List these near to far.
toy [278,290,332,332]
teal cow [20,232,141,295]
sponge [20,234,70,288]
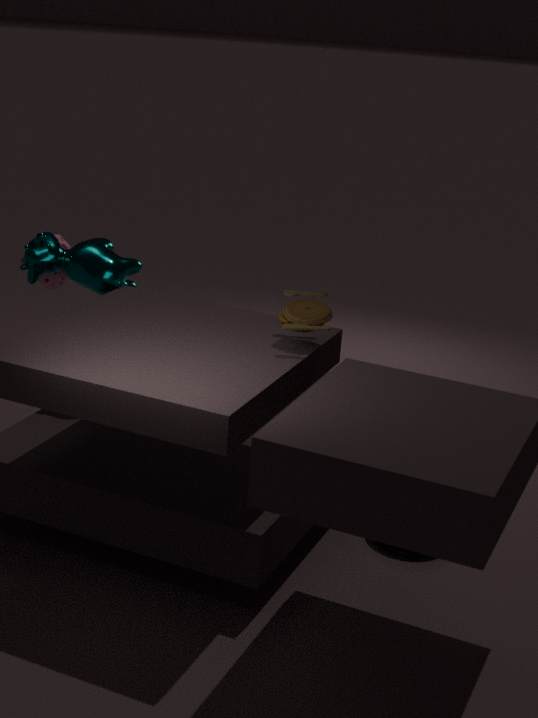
toy [278,290,332,332]
teal cow [20,232,141,295]
sponge [20,234,70,288]
